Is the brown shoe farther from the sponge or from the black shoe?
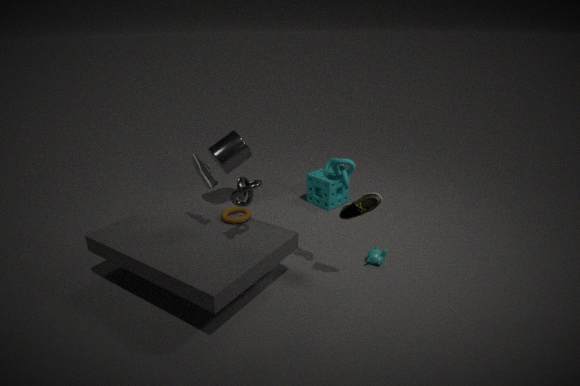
the sponge
